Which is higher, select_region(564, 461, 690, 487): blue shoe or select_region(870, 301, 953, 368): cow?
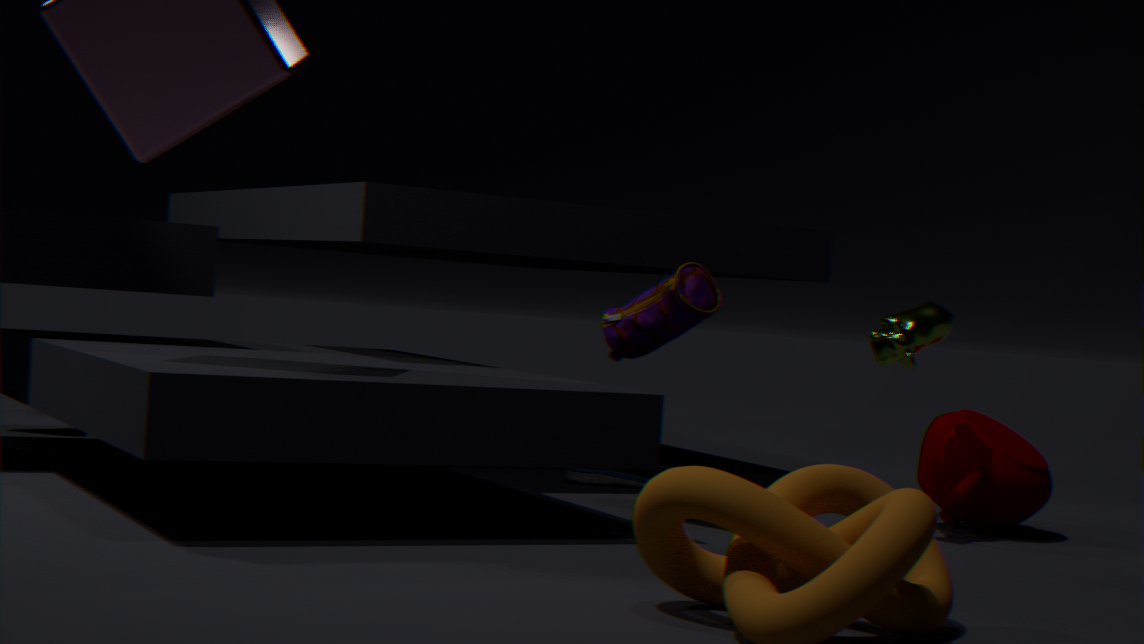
select_region(870, 301, 953, 368): cow
